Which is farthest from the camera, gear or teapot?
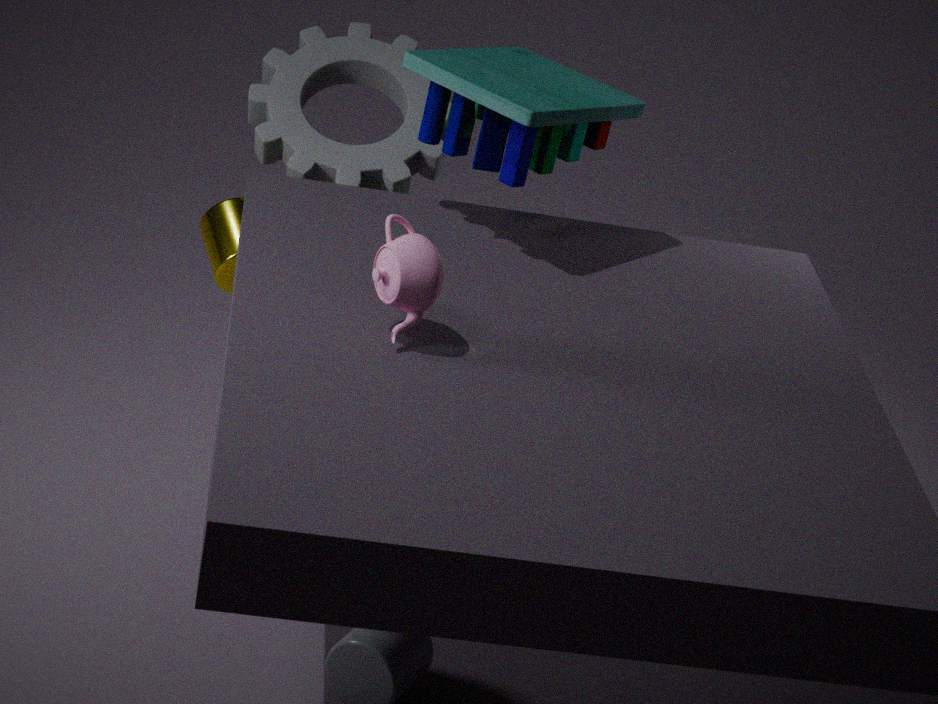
gear
